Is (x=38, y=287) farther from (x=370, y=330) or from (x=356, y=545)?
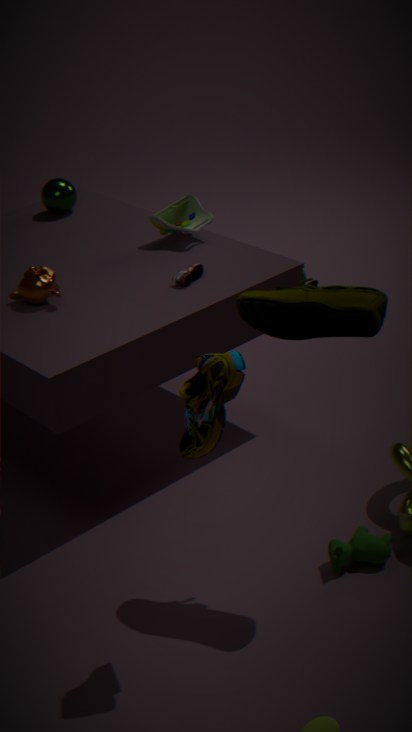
(x=356, y=545)
